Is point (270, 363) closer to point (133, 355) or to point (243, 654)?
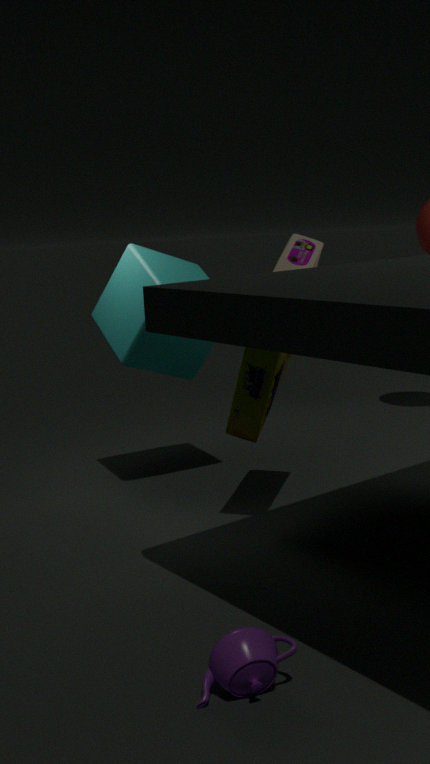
point (133, 355)
